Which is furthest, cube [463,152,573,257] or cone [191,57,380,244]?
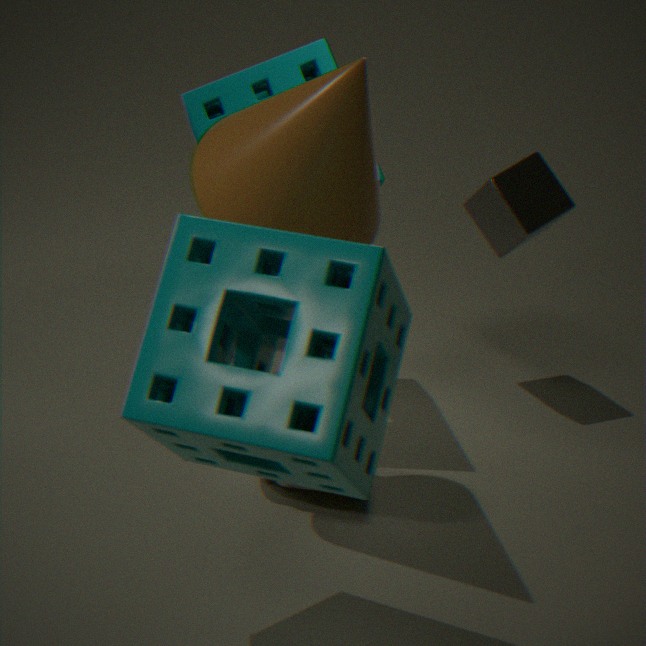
cube [463,152,573,257]
